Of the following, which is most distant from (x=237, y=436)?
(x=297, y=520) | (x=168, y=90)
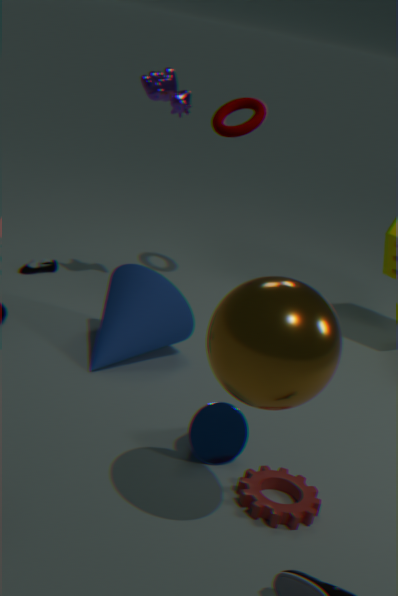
(x=168, y=90)
